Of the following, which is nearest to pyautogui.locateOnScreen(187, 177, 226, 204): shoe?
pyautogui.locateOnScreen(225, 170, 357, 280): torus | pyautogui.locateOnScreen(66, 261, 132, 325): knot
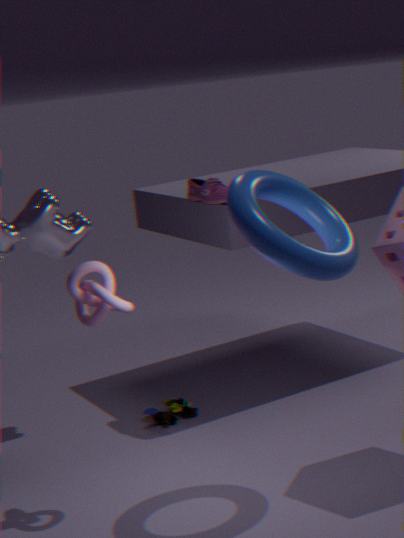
pyautogui.locateOnScreen(225, 170, 357, 280): torus
